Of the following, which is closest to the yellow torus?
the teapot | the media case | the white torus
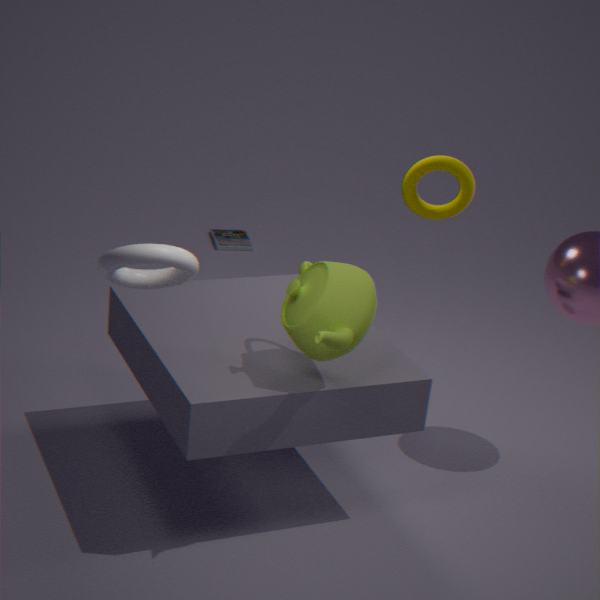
the teapot
